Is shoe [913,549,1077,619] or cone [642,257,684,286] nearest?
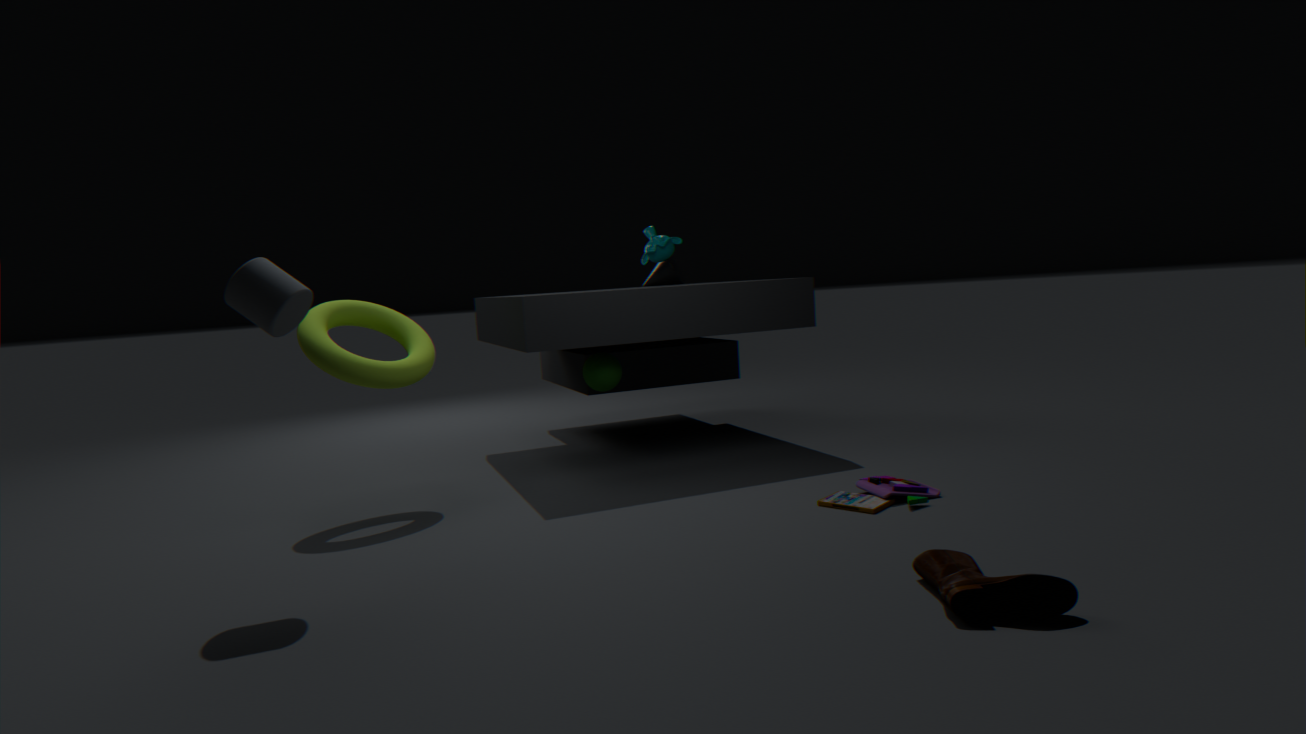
shoe [913,549,1077,619]
